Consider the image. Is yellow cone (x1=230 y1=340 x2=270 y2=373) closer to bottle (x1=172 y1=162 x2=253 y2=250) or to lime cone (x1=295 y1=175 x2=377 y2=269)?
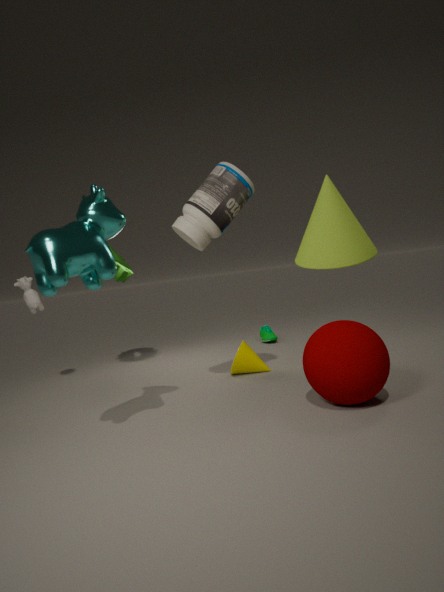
lime cone (x1=295 y1=175 x2=377 y2=269)
